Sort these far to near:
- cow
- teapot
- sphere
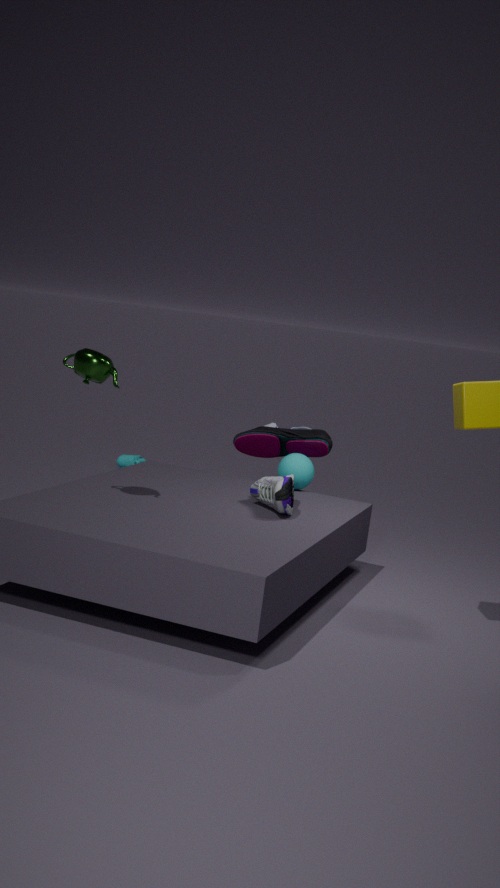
cow < sphere < teapot
